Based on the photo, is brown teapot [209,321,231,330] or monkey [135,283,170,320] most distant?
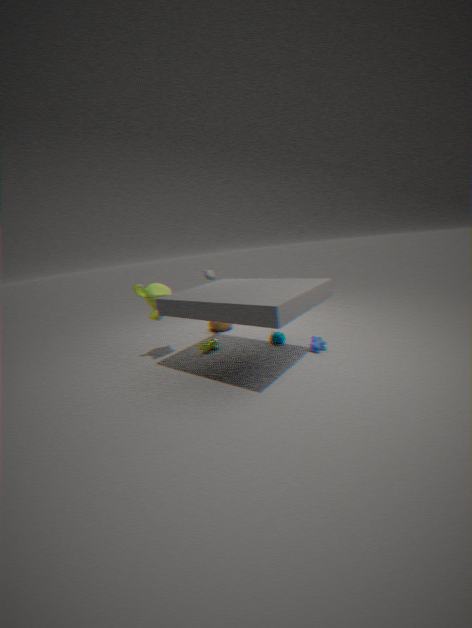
brown teapot [209,321,231,330]
